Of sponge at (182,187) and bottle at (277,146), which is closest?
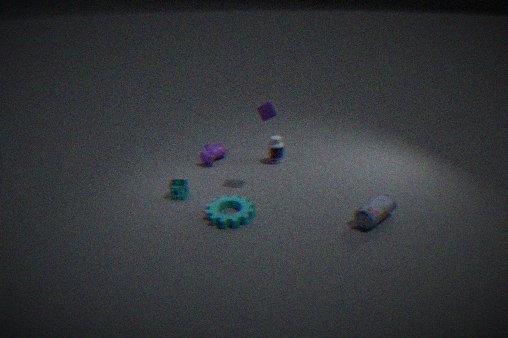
sponge at (182,187)
